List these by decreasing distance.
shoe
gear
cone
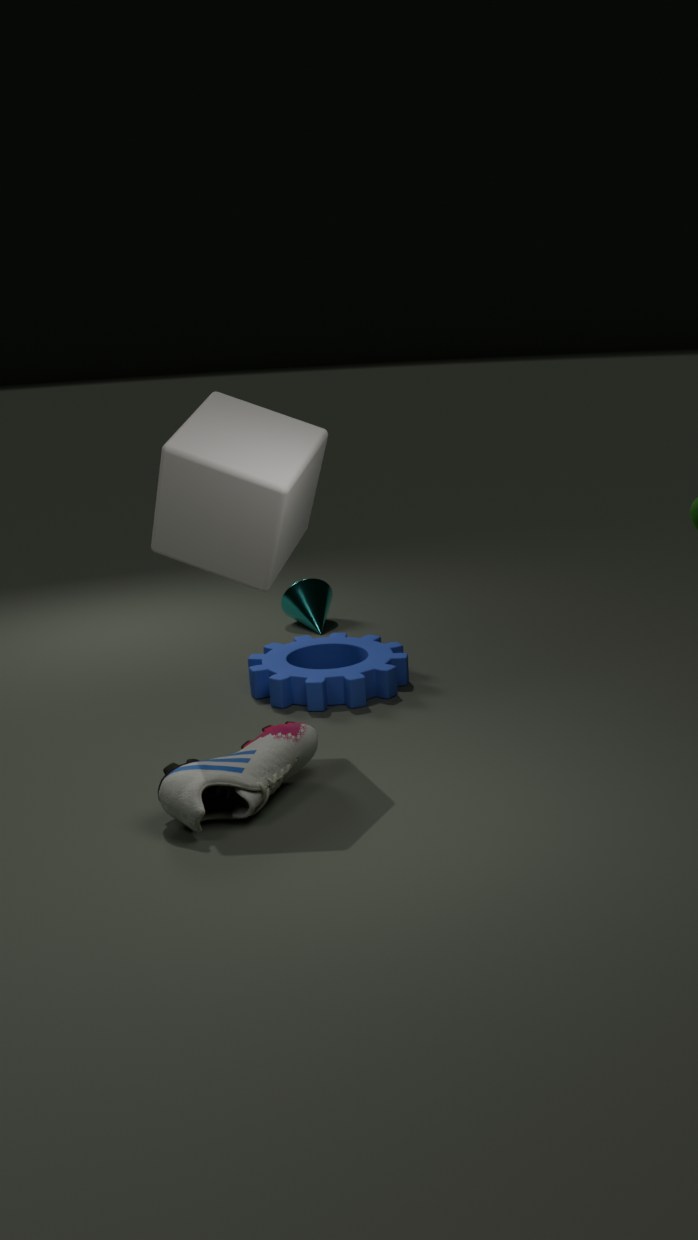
cone → gear → shoe
